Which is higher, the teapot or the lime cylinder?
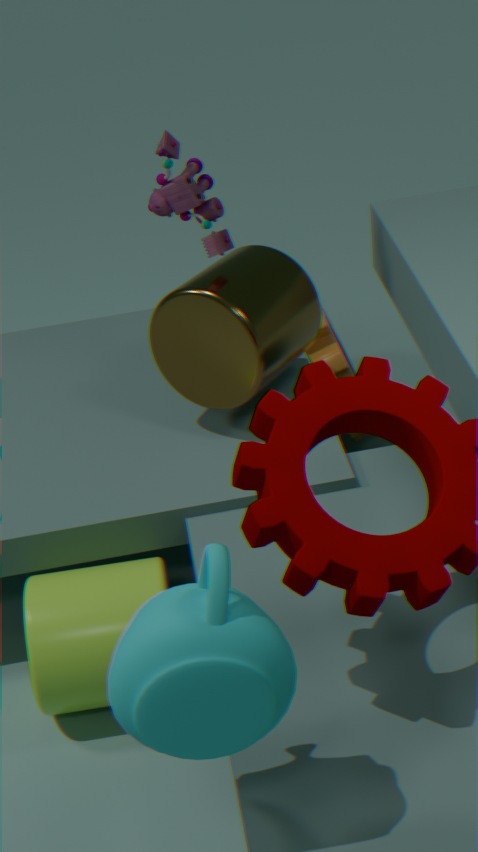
the teapot
